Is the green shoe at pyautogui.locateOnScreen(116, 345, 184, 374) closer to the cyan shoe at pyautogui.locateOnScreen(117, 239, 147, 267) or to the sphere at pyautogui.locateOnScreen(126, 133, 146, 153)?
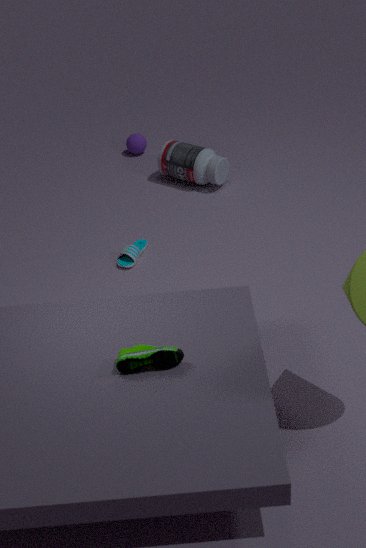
the cyan shoe at pyautogui.locateOnScreen(117, 239, 147, 267)
